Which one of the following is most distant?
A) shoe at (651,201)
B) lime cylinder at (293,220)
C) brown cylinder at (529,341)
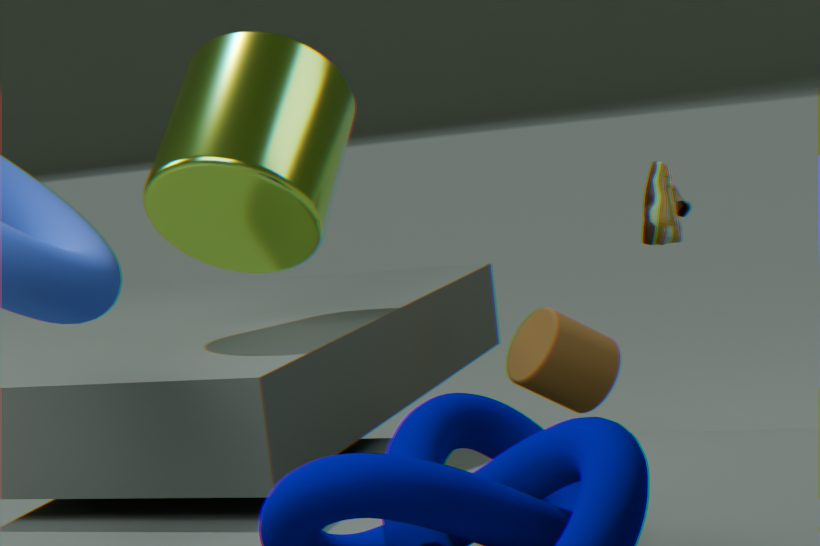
shoe at (651,201)
